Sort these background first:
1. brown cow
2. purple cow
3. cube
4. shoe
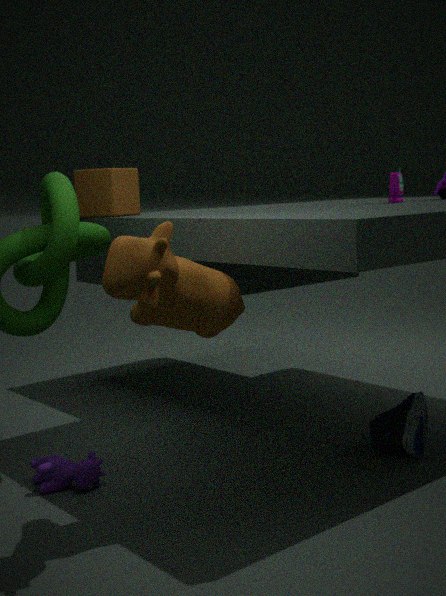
cube < shoe < purple cow < brown cow
